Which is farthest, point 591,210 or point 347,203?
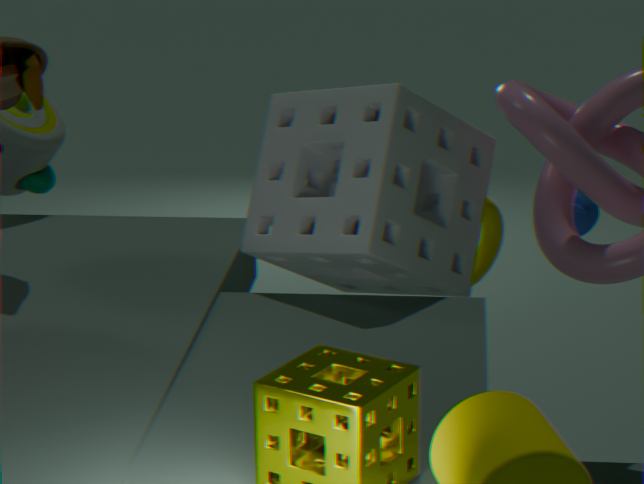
point 591,210
